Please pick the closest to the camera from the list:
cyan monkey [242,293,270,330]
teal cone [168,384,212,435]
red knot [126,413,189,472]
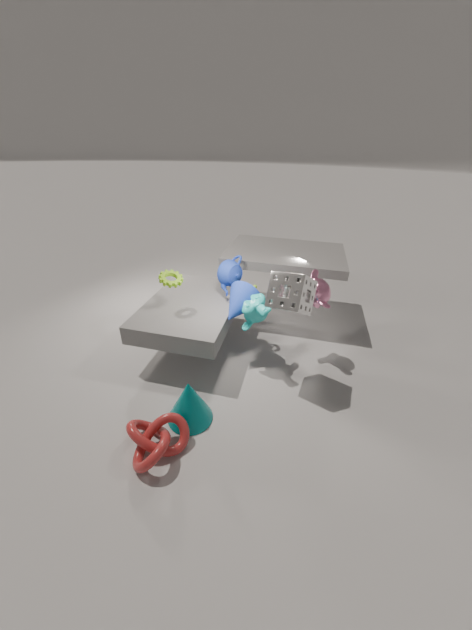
red knot [126,413,189,472]
